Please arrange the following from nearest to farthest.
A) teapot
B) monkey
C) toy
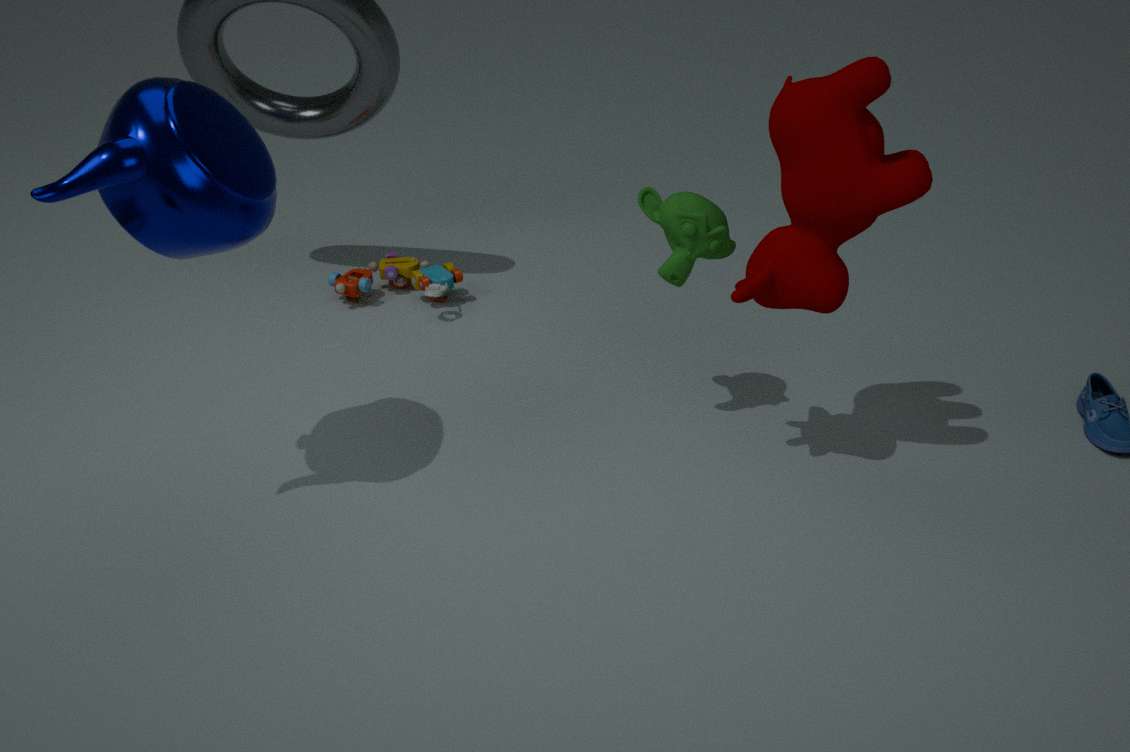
1. teapot
2. monkey
3. toy
